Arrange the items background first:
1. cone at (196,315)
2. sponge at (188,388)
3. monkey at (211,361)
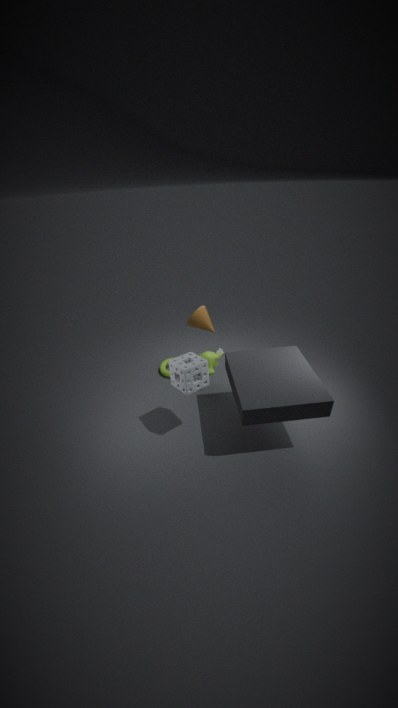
cone at (196,315), monkey at (211,361), sponge at (188,388)
